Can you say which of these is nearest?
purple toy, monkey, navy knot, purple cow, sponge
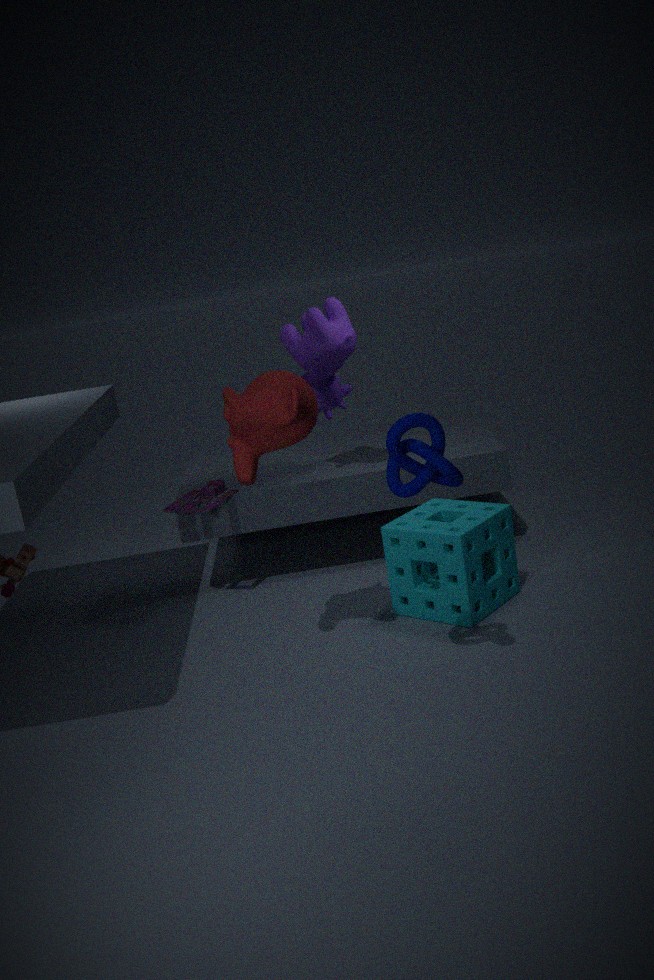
navy knot
